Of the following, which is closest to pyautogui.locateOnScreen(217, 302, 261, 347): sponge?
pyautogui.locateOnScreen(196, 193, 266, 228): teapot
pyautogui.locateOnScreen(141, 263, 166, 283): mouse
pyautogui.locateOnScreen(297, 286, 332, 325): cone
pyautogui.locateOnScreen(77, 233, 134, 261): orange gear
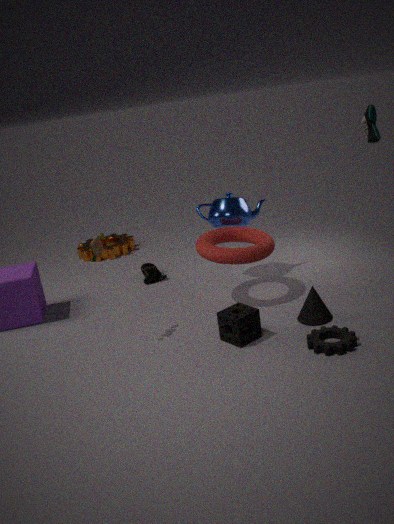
pyautogui.locateOnScreen(297, 286, 332, 325): cone
